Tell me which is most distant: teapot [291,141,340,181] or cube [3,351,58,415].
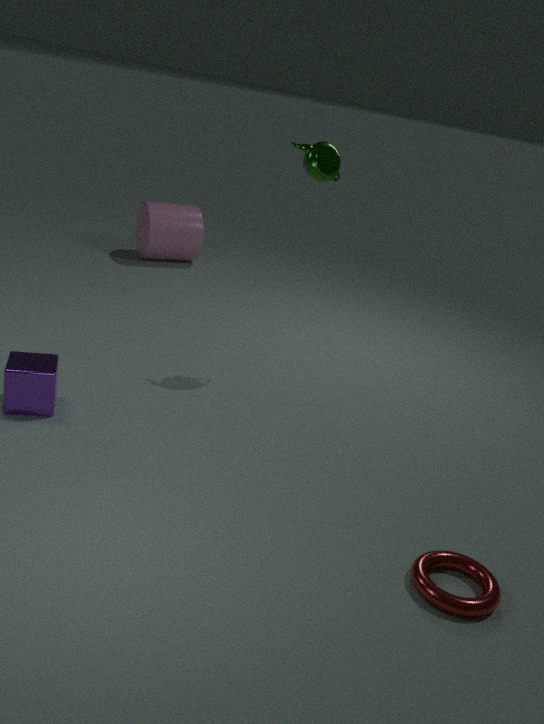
teapot [291,141,340,181]
